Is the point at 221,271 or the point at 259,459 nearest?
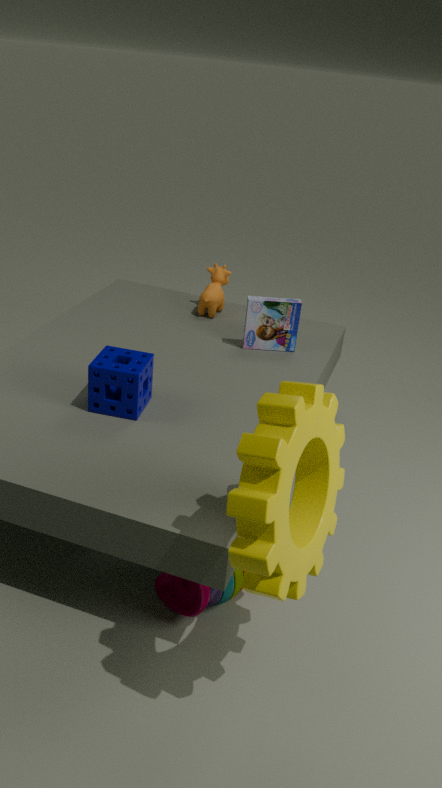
the point at 259,459
